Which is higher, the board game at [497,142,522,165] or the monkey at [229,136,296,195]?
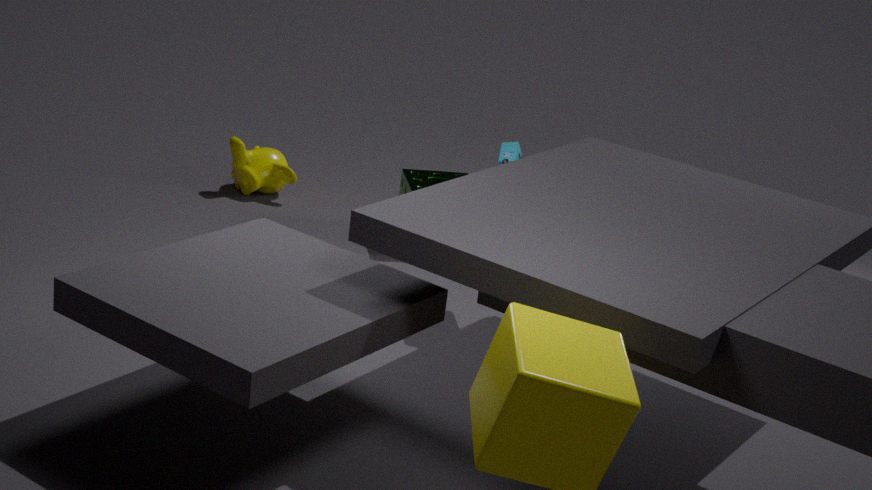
the board game at [497,142,522,165]
